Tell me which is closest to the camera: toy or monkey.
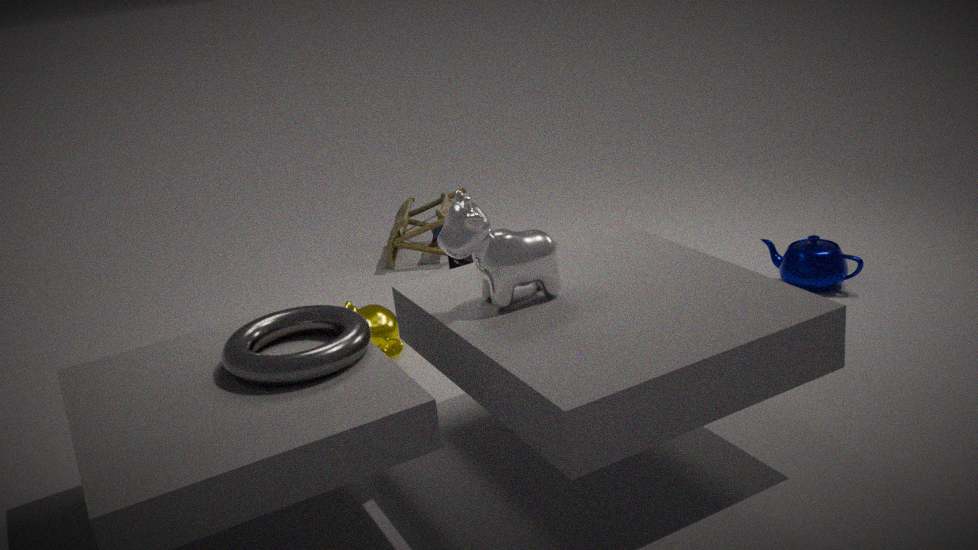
monkey
